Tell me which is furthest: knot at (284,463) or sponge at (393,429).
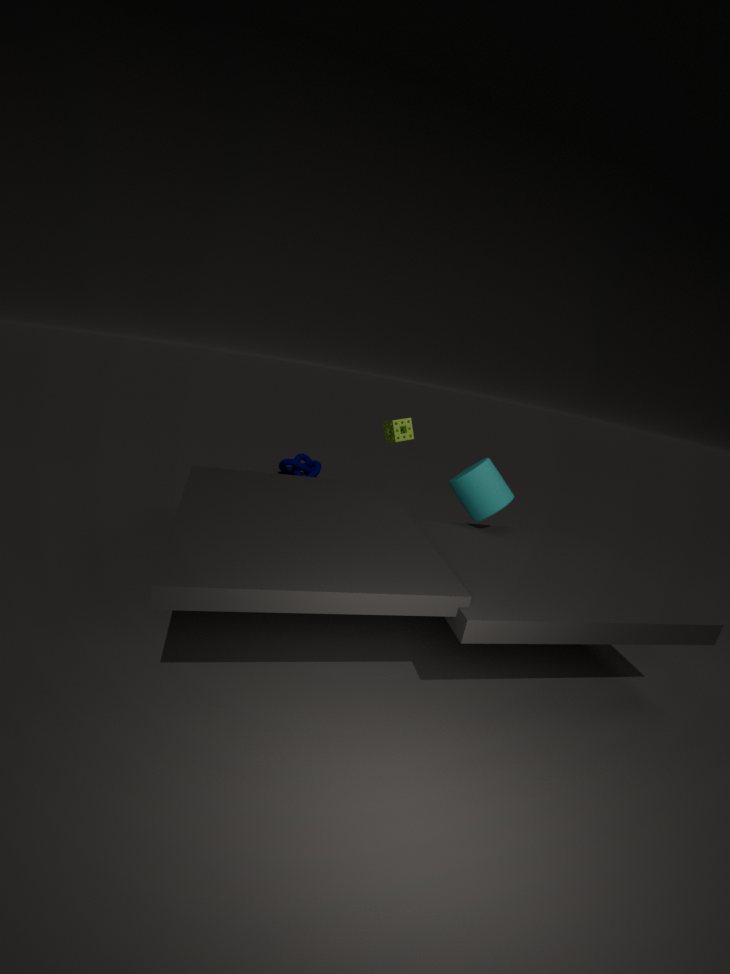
knot at (284,463)
